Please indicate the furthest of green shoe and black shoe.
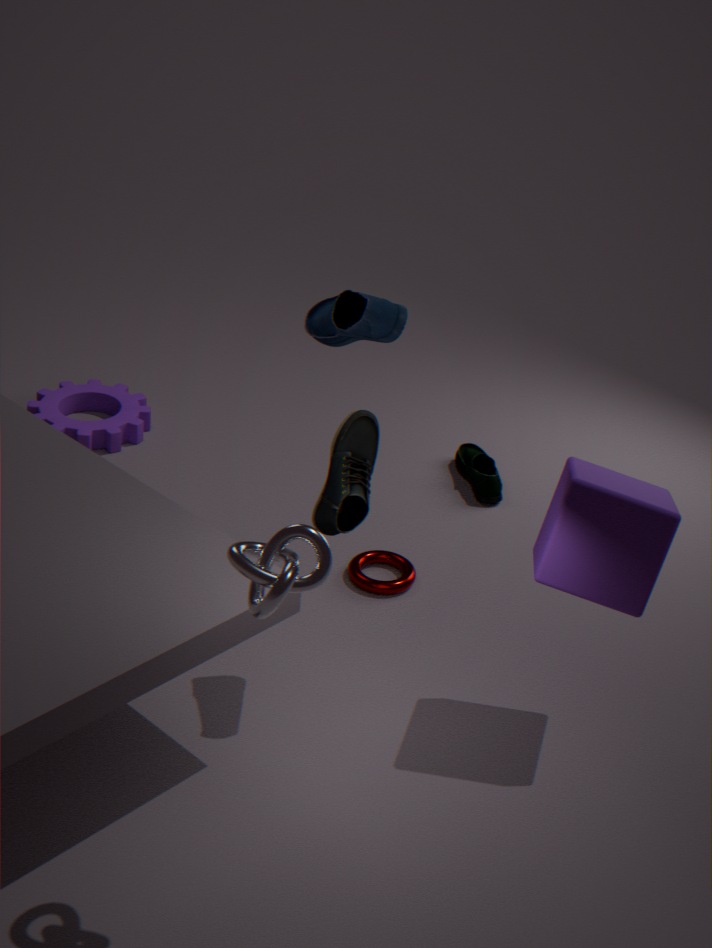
green shoe
